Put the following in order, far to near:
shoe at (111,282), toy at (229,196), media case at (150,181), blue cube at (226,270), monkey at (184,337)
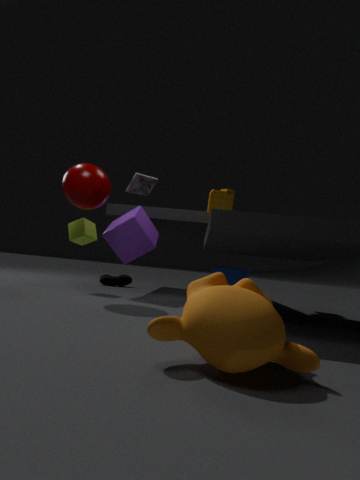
shoe at (111,282)
blue cube at (226,270)
toy at (229,196)
media case at (150,181)
monkey at (184,337)
